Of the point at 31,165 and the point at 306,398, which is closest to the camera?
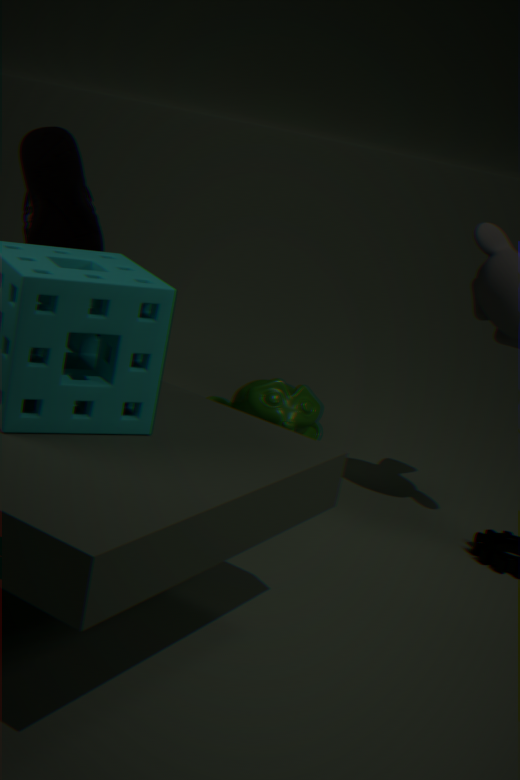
the point at 31,165
